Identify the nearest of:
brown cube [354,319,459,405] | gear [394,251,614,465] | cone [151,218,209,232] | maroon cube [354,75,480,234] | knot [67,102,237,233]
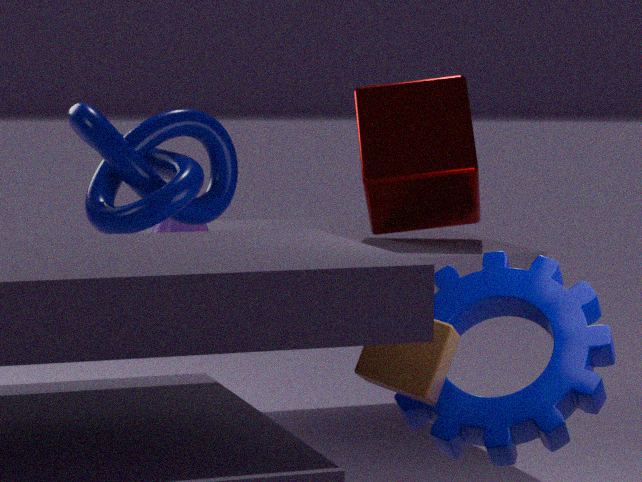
brown cube [354,319,459,405]
